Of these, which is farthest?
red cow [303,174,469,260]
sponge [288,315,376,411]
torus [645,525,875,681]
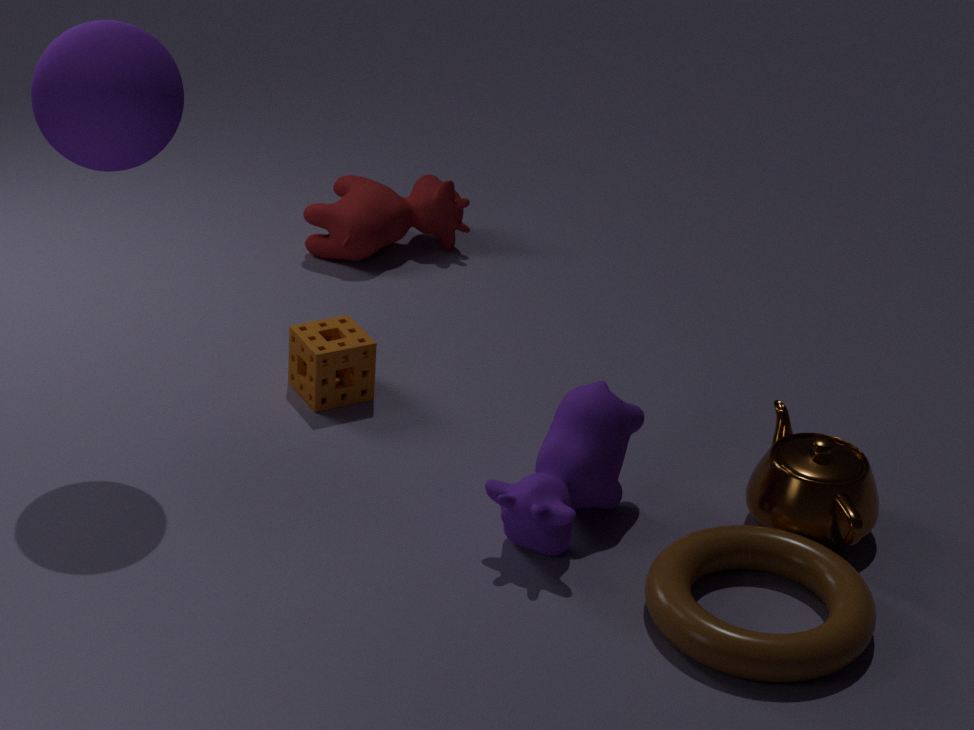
red cow [303,174,469,260]
